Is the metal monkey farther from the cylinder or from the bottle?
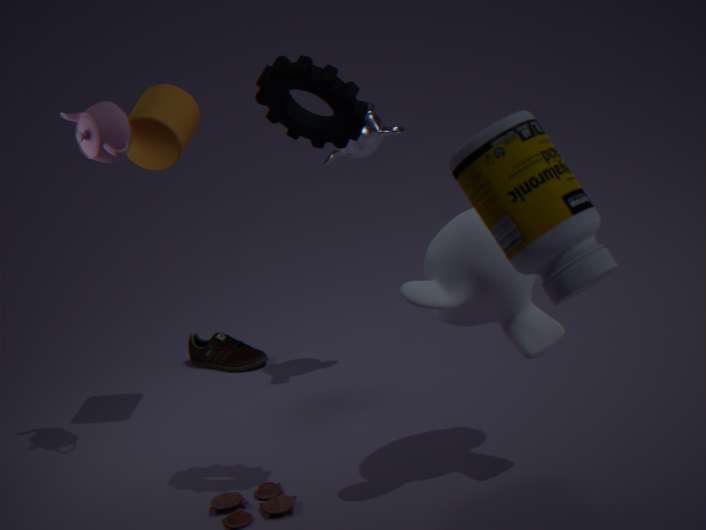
the bottle
